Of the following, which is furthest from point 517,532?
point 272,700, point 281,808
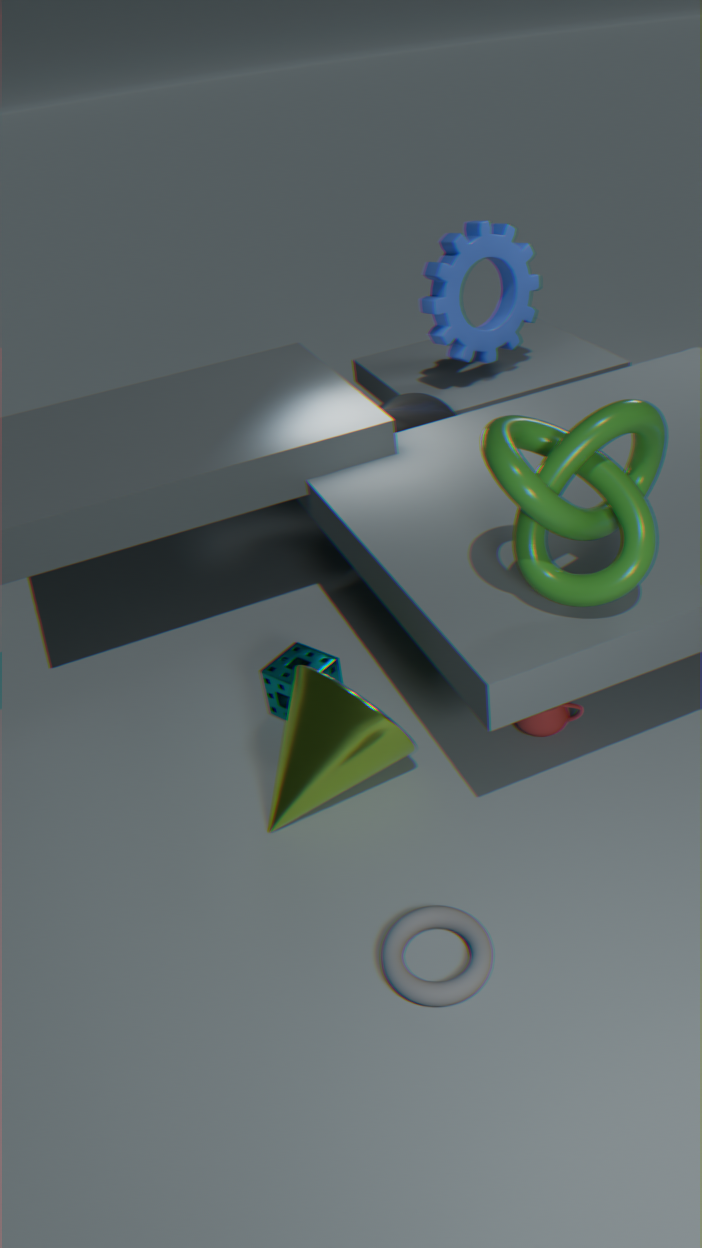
point 272,700
